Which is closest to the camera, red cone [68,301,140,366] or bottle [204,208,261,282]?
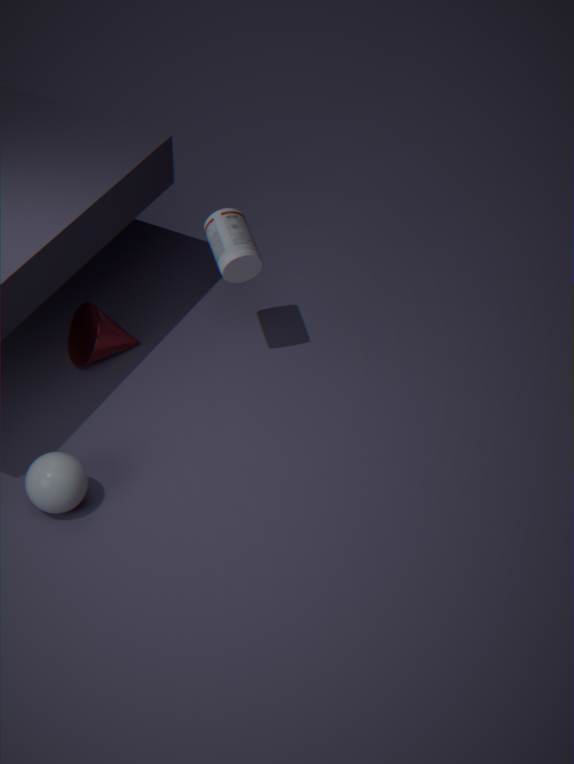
bottle [204,208,261,282]
